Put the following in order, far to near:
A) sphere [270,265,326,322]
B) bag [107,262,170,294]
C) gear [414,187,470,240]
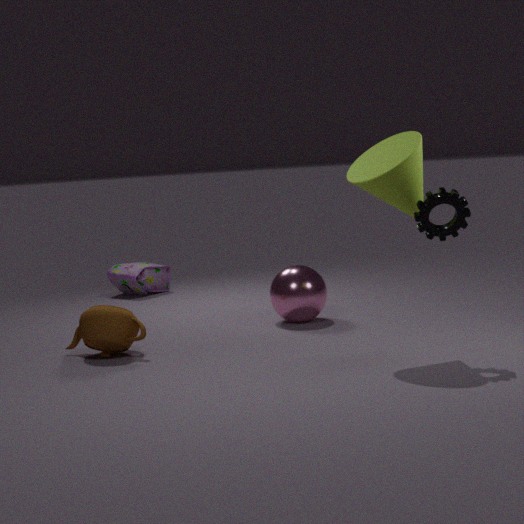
bag [107,262,170,294] < sphere [270,265,326,322] < gear [414,187,470,240]
